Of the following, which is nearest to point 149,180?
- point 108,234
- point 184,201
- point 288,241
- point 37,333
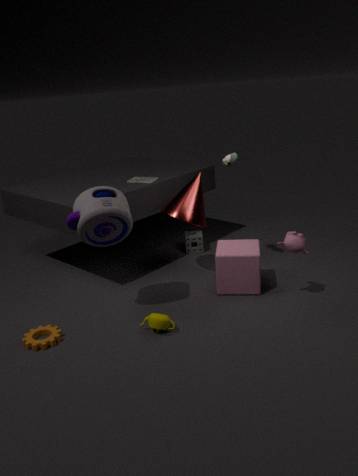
point 184,201
